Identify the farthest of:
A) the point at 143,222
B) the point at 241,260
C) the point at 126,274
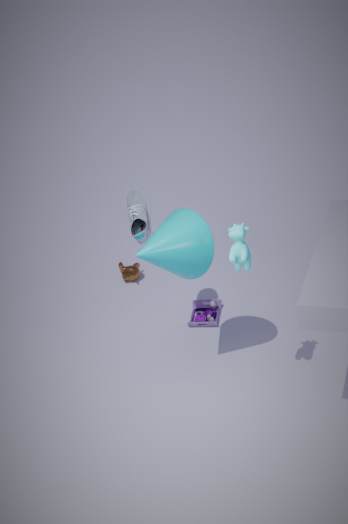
the point at 126,274
